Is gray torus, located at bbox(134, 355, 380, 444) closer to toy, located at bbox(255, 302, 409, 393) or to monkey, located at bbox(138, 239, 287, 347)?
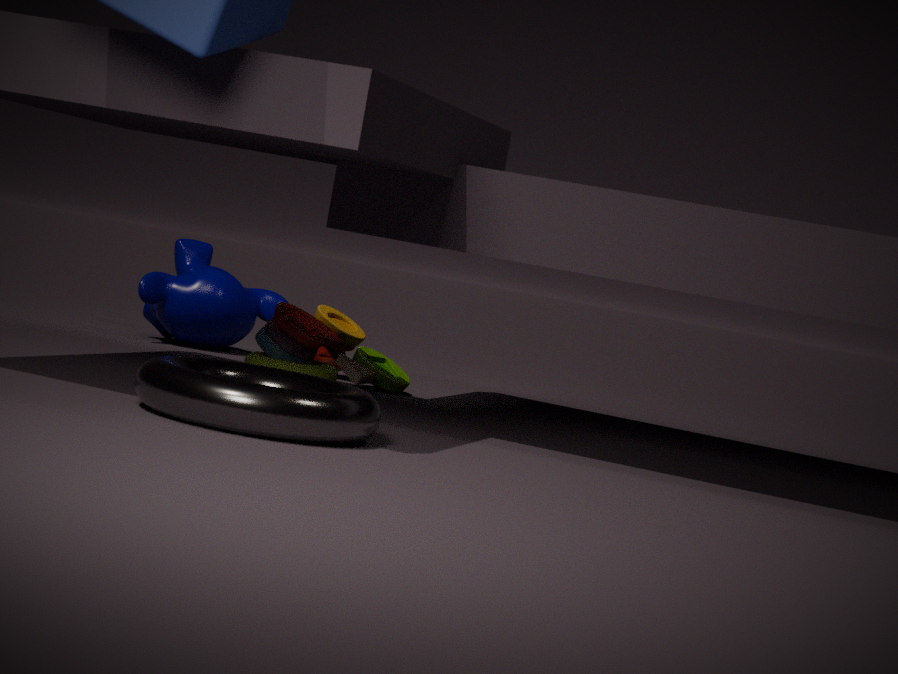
toy, located at bbox(255, 302, 409, 393)
